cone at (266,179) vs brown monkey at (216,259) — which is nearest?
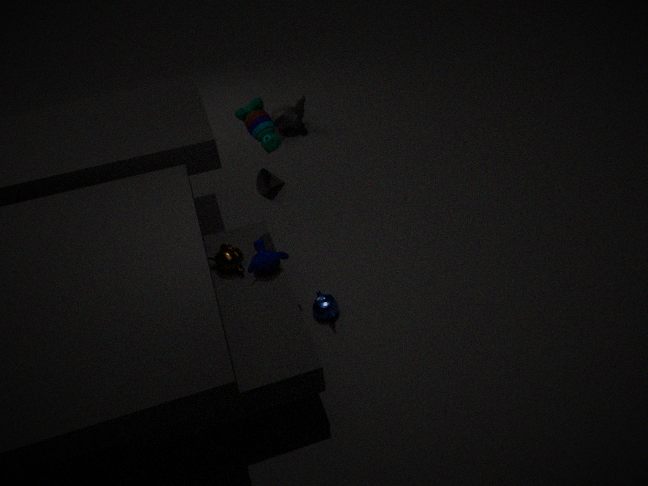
brown monkey at (216,259)
